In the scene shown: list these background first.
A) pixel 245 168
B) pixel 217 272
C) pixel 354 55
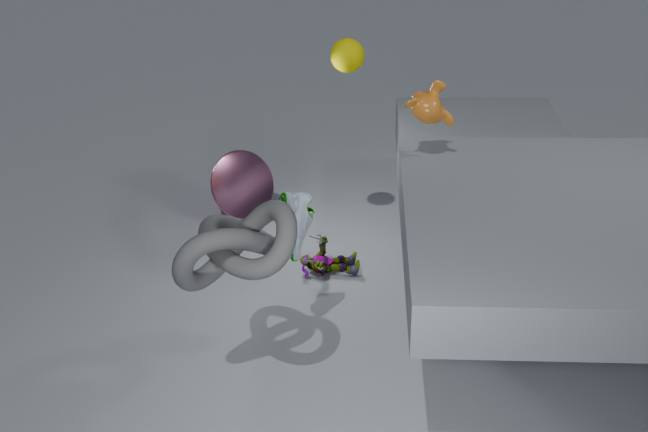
pixel 245 168 < pixel 354 55 < pixel 217 272
